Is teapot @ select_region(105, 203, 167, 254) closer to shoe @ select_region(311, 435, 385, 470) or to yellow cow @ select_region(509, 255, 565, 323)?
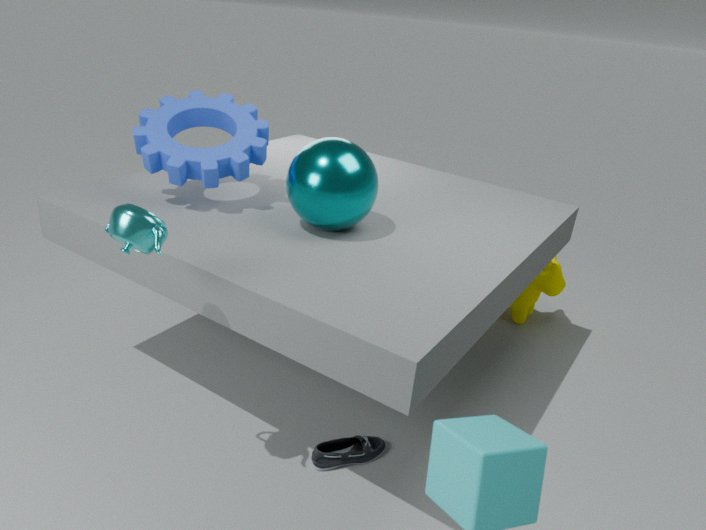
shoe @ select_region(311, 435, 385, 470)
